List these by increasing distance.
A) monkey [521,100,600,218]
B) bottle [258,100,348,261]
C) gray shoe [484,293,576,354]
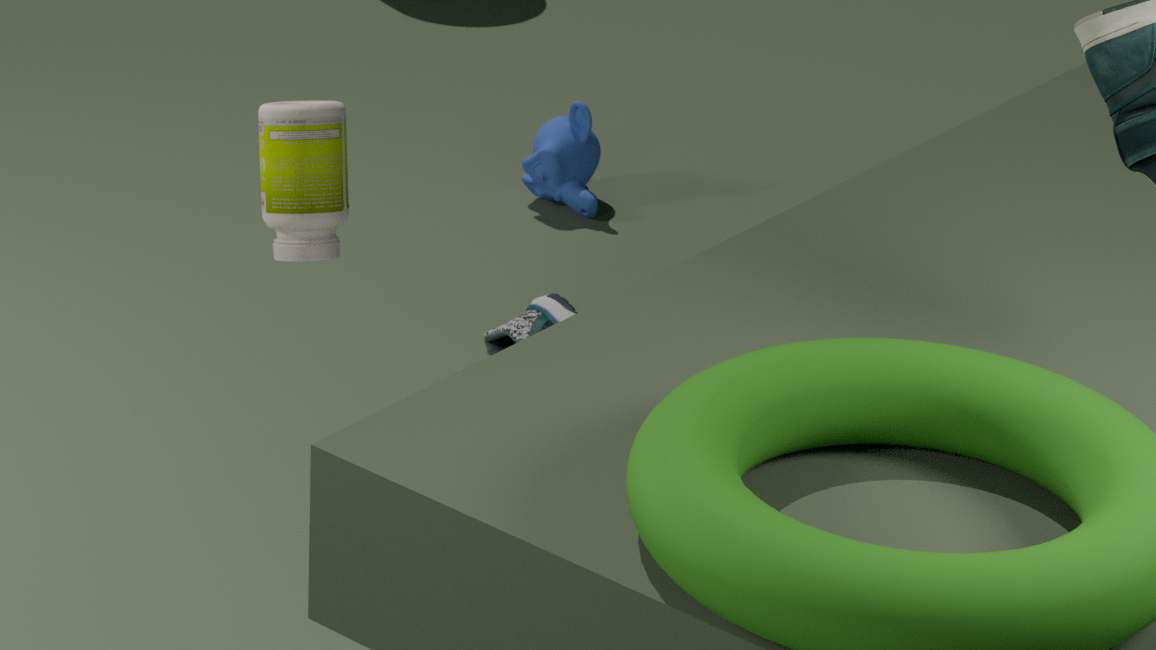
bottle [258,100,348,261]
gray shoe [484,293,576,354]
monkey [521,100,600,218]
